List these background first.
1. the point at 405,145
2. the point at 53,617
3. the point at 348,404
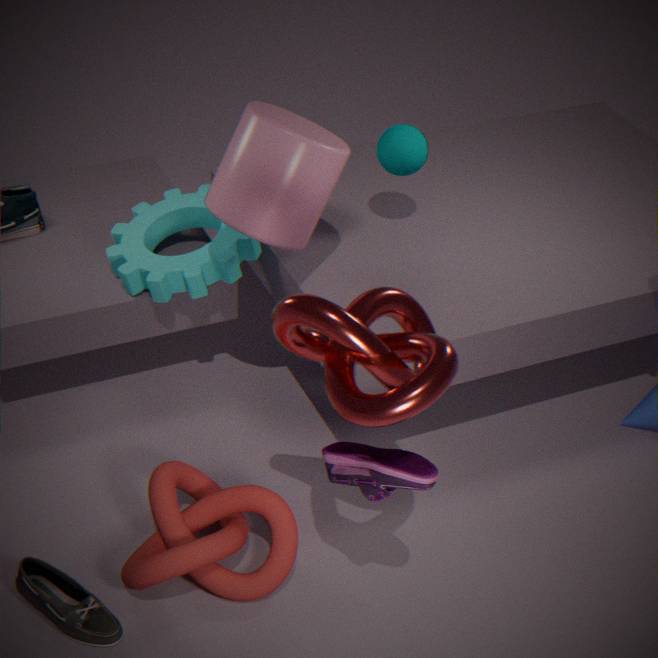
the point at 405,145 < the point at 53,617 < the point at 348,404
